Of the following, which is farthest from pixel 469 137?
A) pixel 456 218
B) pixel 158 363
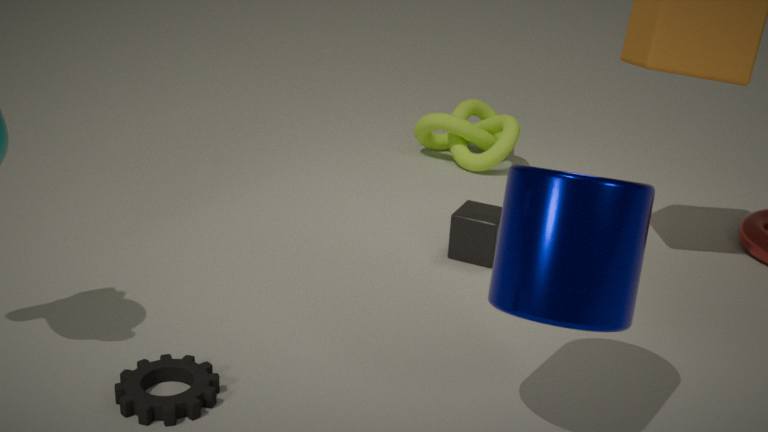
pixel 158 363
